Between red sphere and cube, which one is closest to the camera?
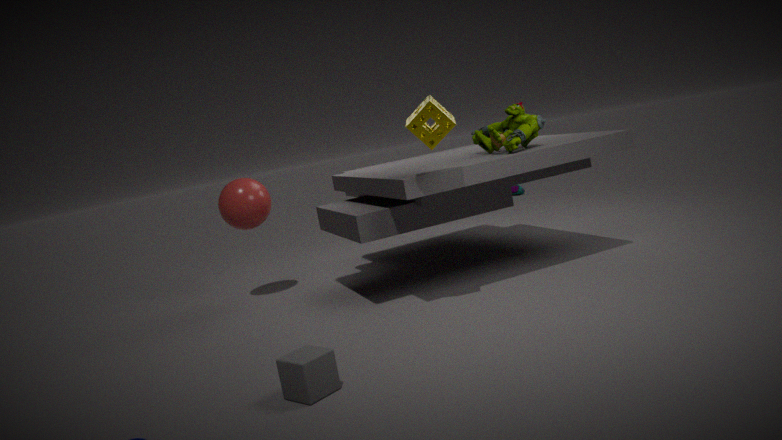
cube
